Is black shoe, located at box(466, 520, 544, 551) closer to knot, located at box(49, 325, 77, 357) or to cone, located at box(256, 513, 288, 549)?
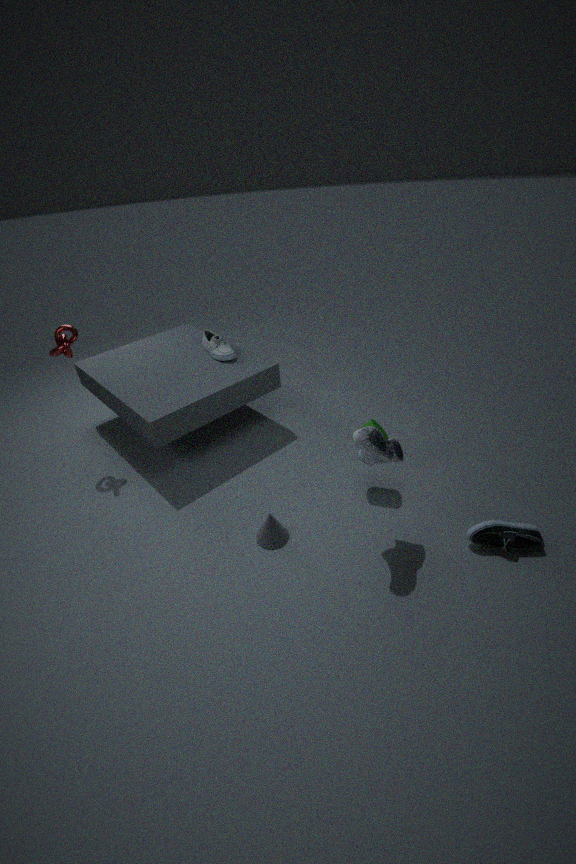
cone, located at box(256, 513, 288, 549)
